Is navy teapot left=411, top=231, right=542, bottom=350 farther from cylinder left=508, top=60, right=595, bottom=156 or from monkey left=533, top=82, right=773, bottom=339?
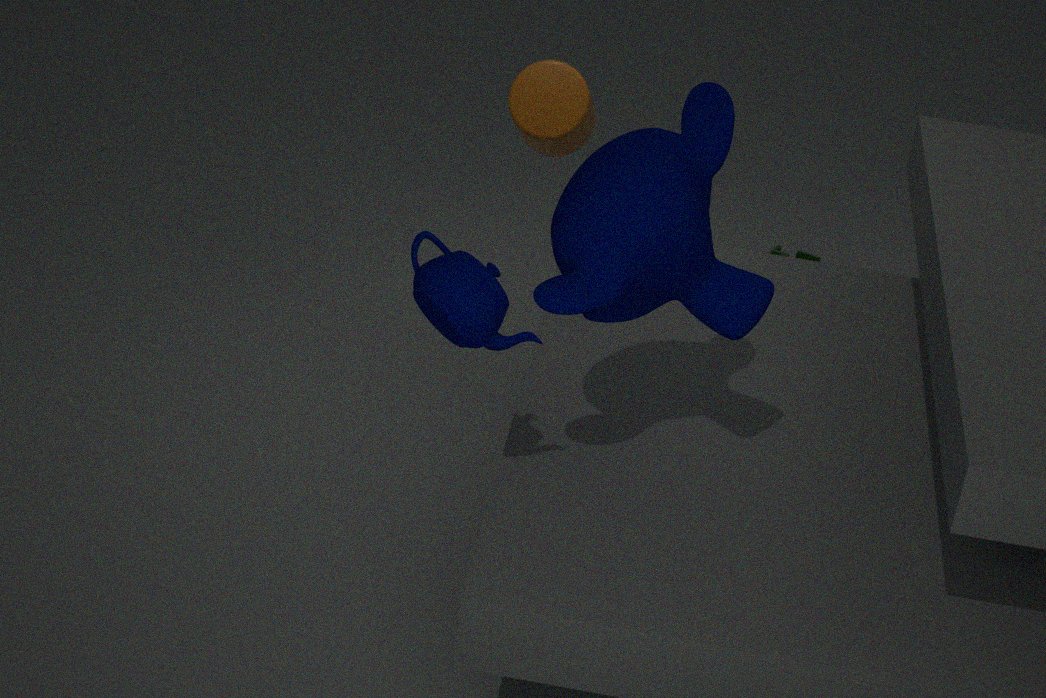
cylinder left=508, top=60, right=595, bottom=156
